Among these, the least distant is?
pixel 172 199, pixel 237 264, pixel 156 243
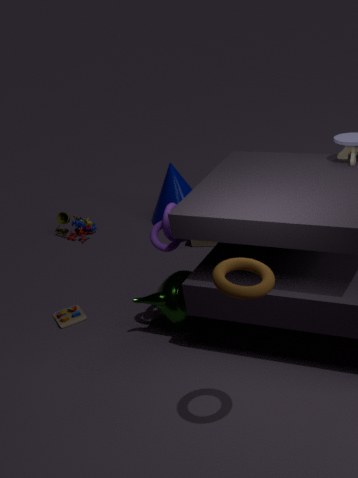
pixel 237 264
